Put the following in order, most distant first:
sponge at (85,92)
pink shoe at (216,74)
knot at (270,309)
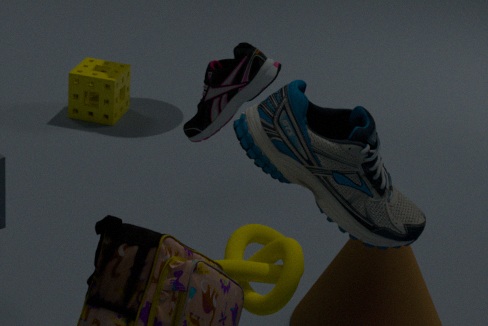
sponge at (85,92)
pink shoe at (216,74)
knot at (270,309)
